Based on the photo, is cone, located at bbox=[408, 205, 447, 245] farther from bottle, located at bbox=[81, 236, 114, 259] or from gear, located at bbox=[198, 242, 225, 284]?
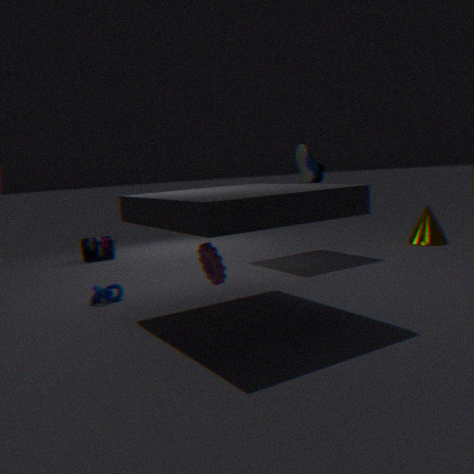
bottle, located at bbox=[81, 236, 114, 259]
